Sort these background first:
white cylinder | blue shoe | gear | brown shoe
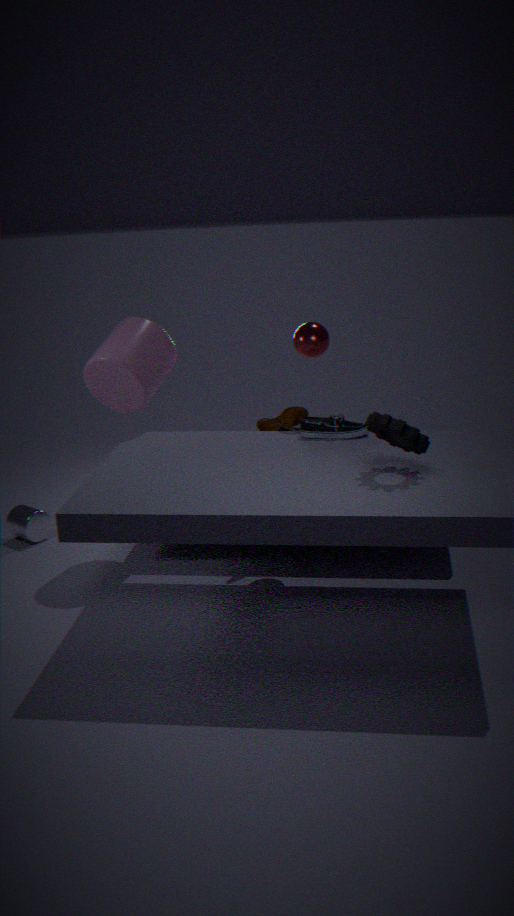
1. brown shoe
2. white cylinder
3. blue shoe
4. gear
